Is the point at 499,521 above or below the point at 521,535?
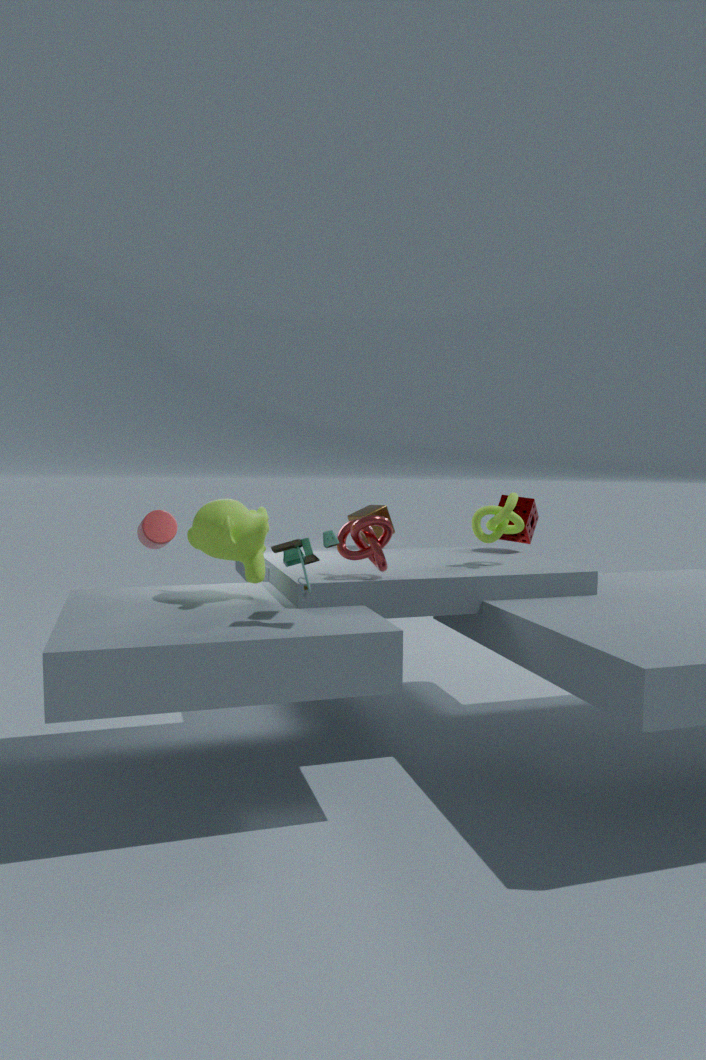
above
